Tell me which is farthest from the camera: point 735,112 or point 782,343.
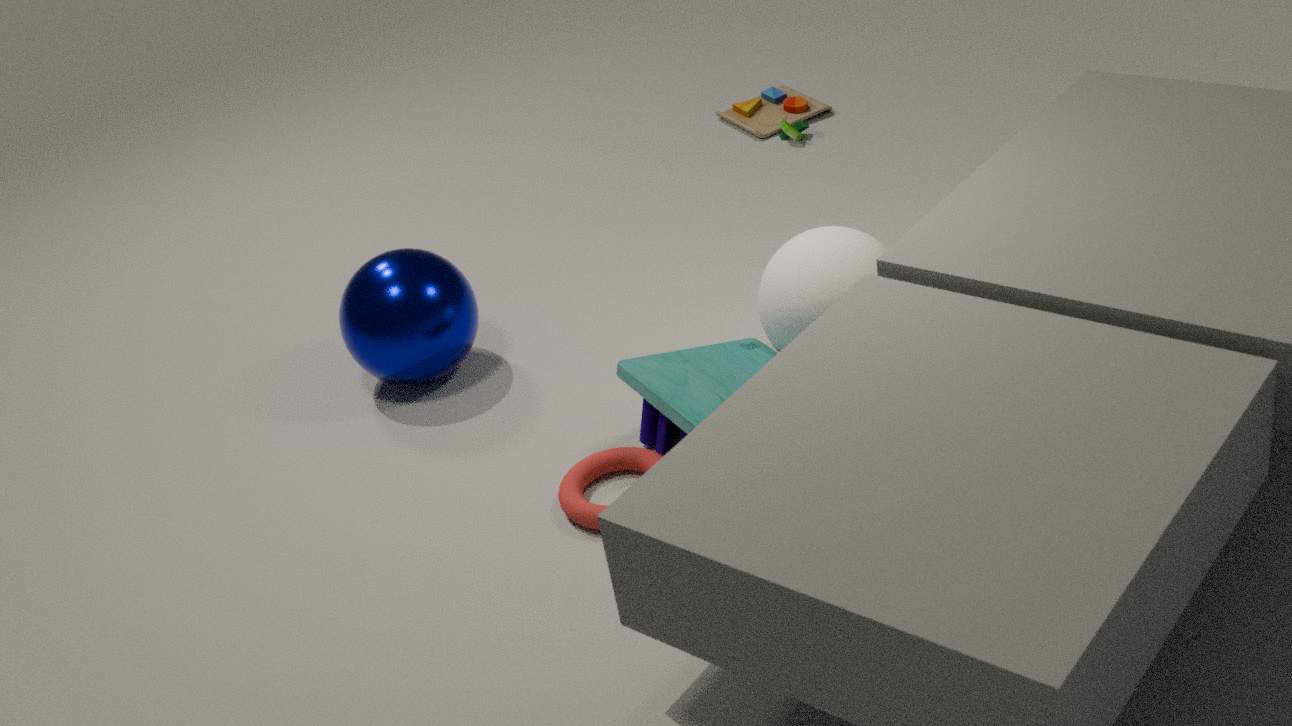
point 735,112
